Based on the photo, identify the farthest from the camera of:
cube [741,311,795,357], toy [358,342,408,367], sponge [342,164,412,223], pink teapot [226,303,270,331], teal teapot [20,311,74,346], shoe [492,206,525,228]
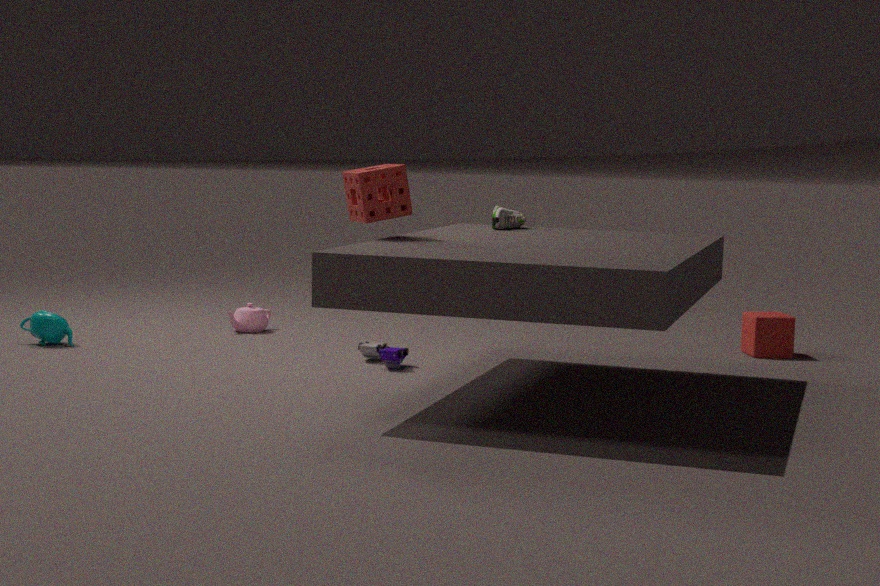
pink teapot [226,303,270,331]
